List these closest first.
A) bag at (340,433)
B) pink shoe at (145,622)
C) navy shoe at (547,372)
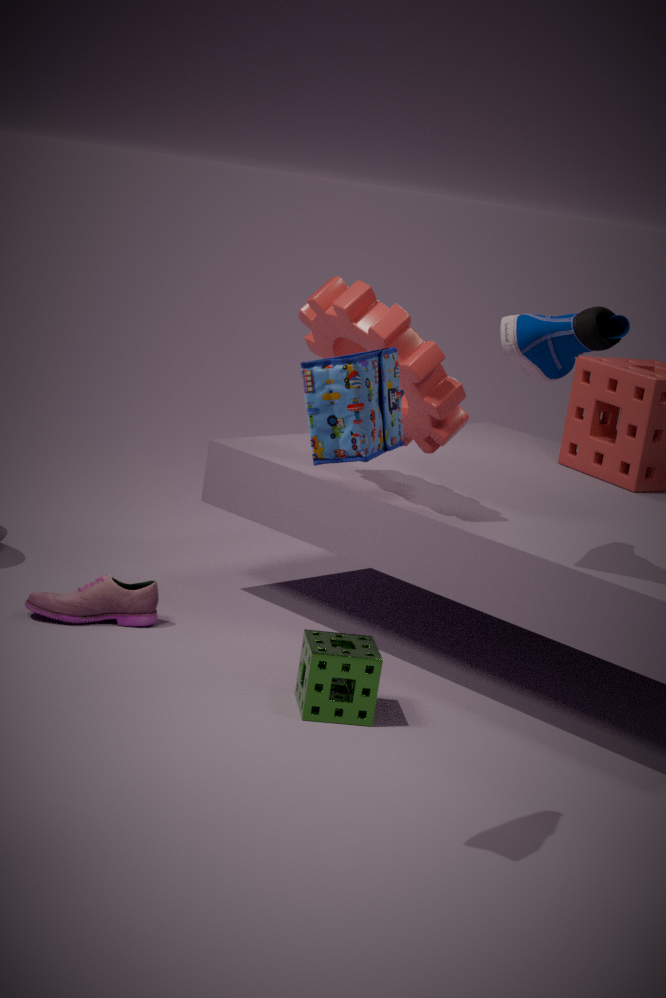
bag at (340,433)
navy shoe at (547,372)
pink shoe at (145,622)
